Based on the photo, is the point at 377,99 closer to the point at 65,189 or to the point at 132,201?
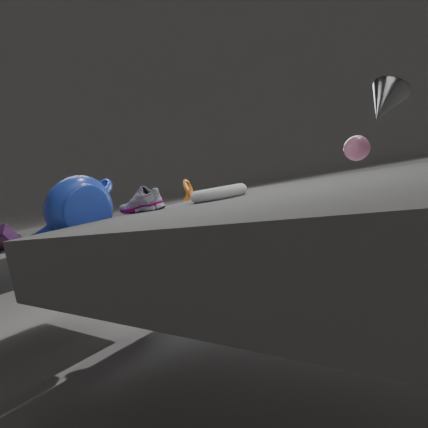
the point at 132,201
